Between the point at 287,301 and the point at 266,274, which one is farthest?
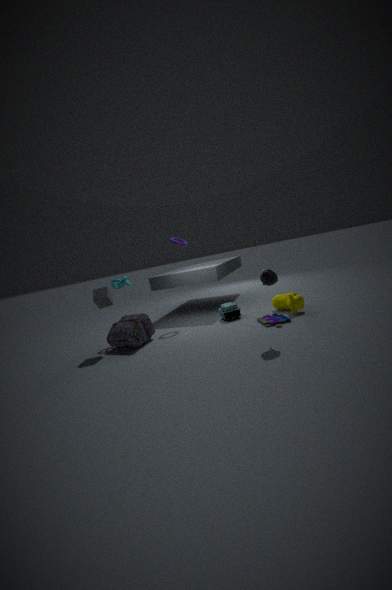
the point at 287,301
